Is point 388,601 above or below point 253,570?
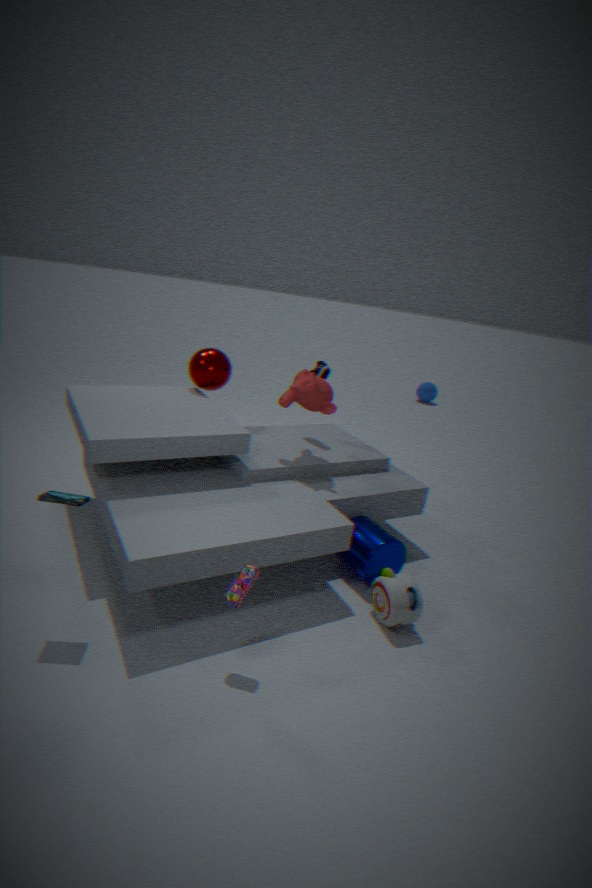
below
